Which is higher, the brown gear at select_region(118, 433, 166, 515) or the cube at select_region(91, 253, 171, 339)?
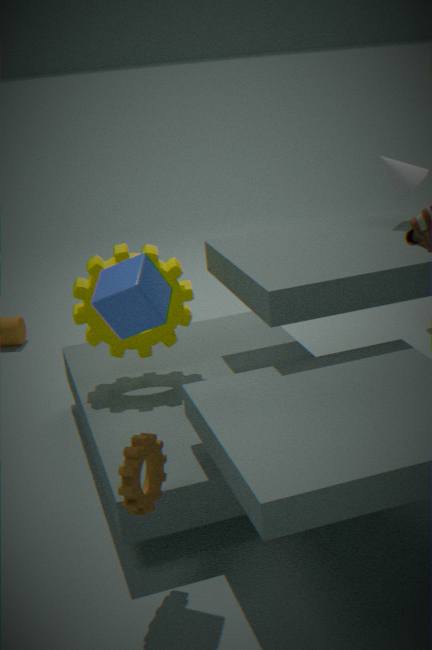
the cube at select_region(91, 253, 171, 339)
